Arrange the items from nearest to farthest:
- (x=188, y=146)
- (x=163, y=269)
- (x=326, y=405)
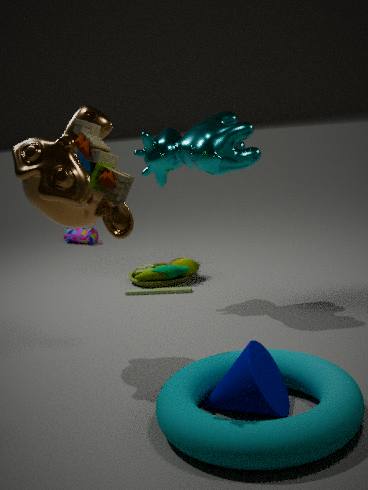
(x=326, y=405)
(x=188, y=146)
(x=163, y=269)
